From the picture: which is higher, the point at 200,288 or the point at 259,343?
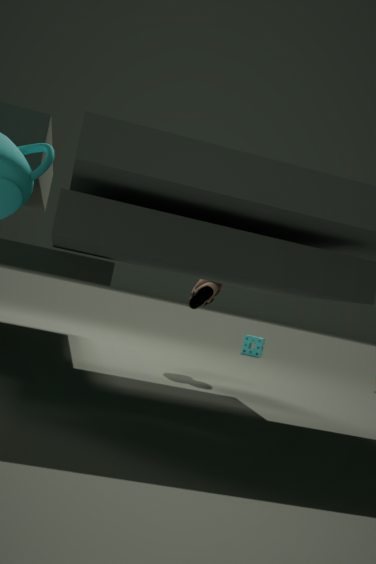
the point at 200,288
